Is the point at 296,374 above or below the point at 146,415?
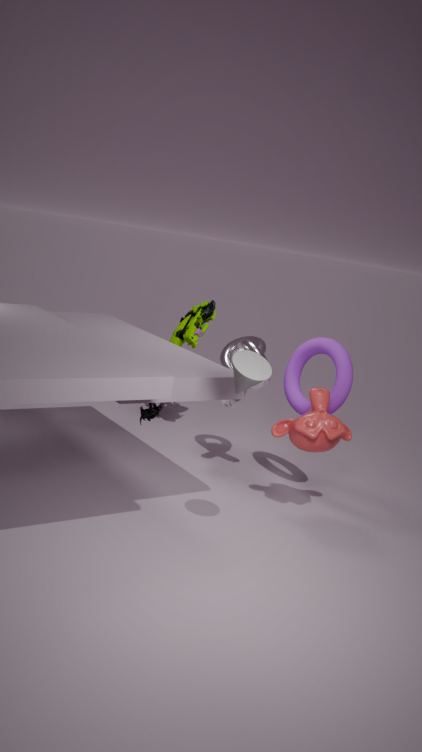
above
